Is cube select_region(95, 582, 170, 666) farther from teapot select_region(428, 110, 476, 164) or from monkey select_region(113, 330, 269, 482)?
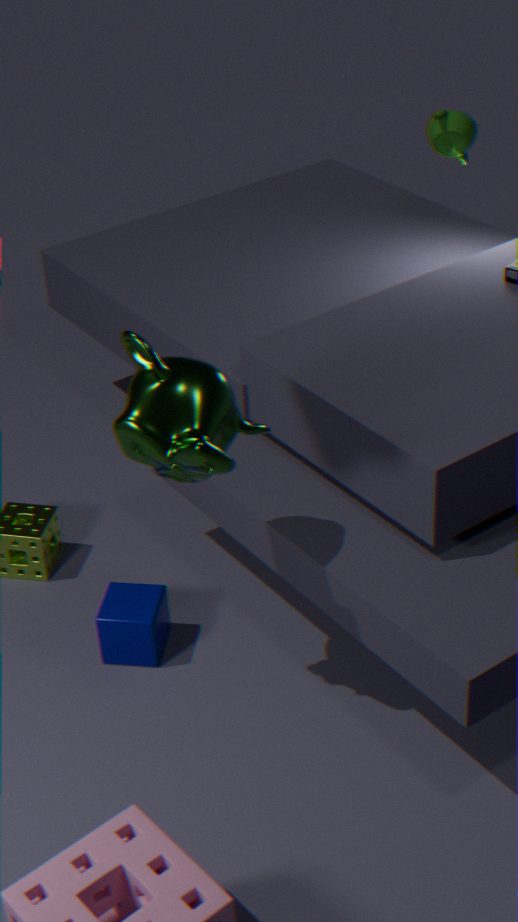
teapot select_region(428, 110, 476, 164)
